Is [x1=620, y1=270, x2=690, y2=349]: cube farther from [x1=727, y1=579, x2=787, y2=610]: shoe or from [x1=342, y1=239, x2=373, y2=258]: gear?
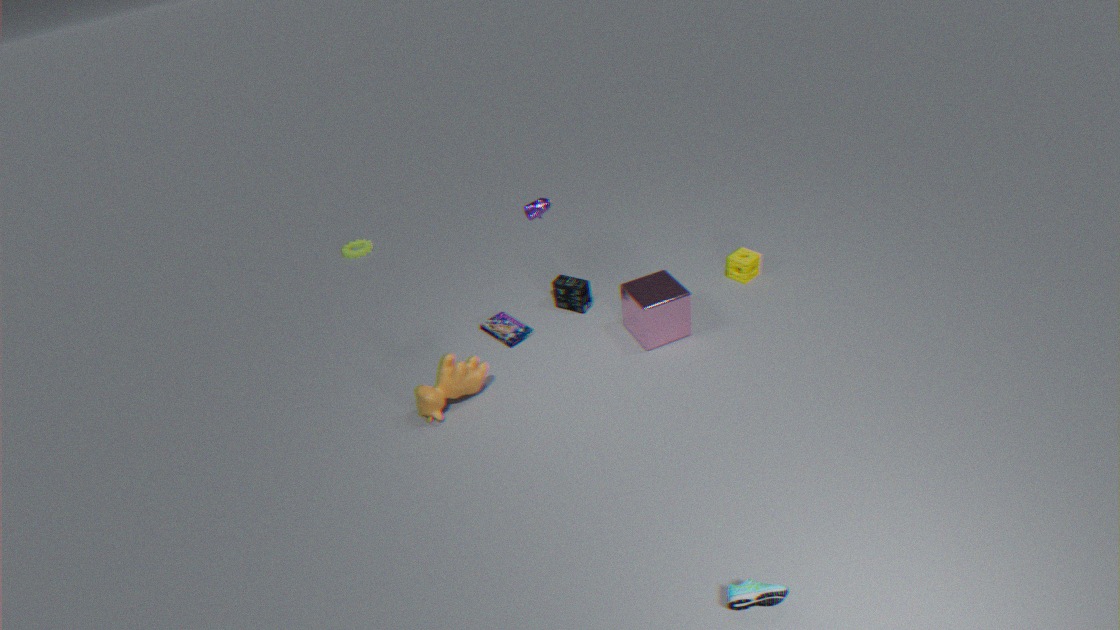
[x1=342, y1=239, x2=373, y2=258]: gear
